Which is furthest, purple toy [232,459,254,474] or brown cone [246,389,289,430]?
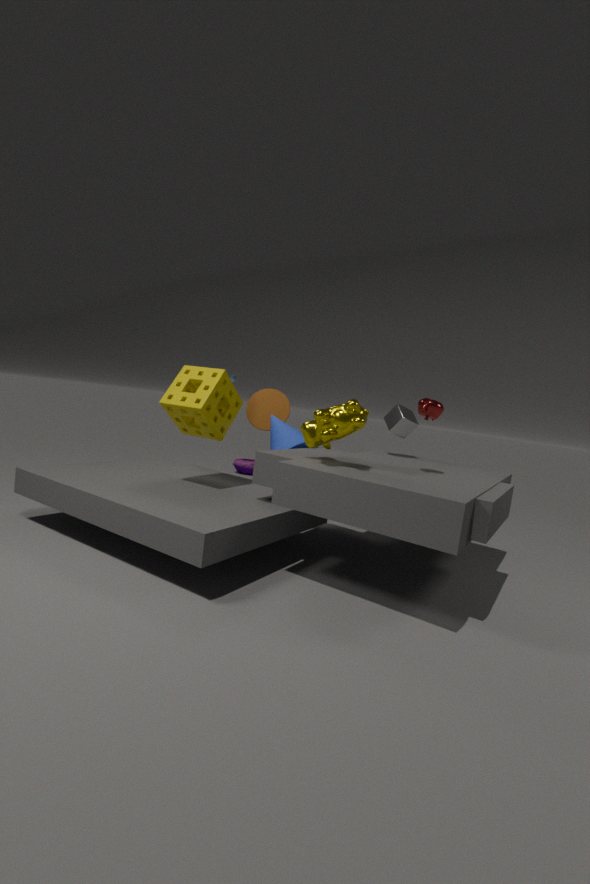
purple toy [232,459,254,474]
